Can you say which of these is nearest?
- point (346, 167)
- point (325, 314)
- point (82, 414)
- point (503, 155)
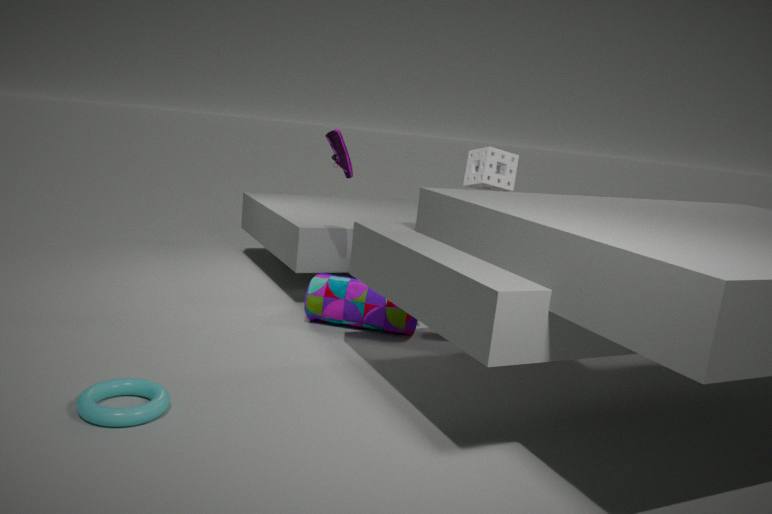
point (82, 414)
